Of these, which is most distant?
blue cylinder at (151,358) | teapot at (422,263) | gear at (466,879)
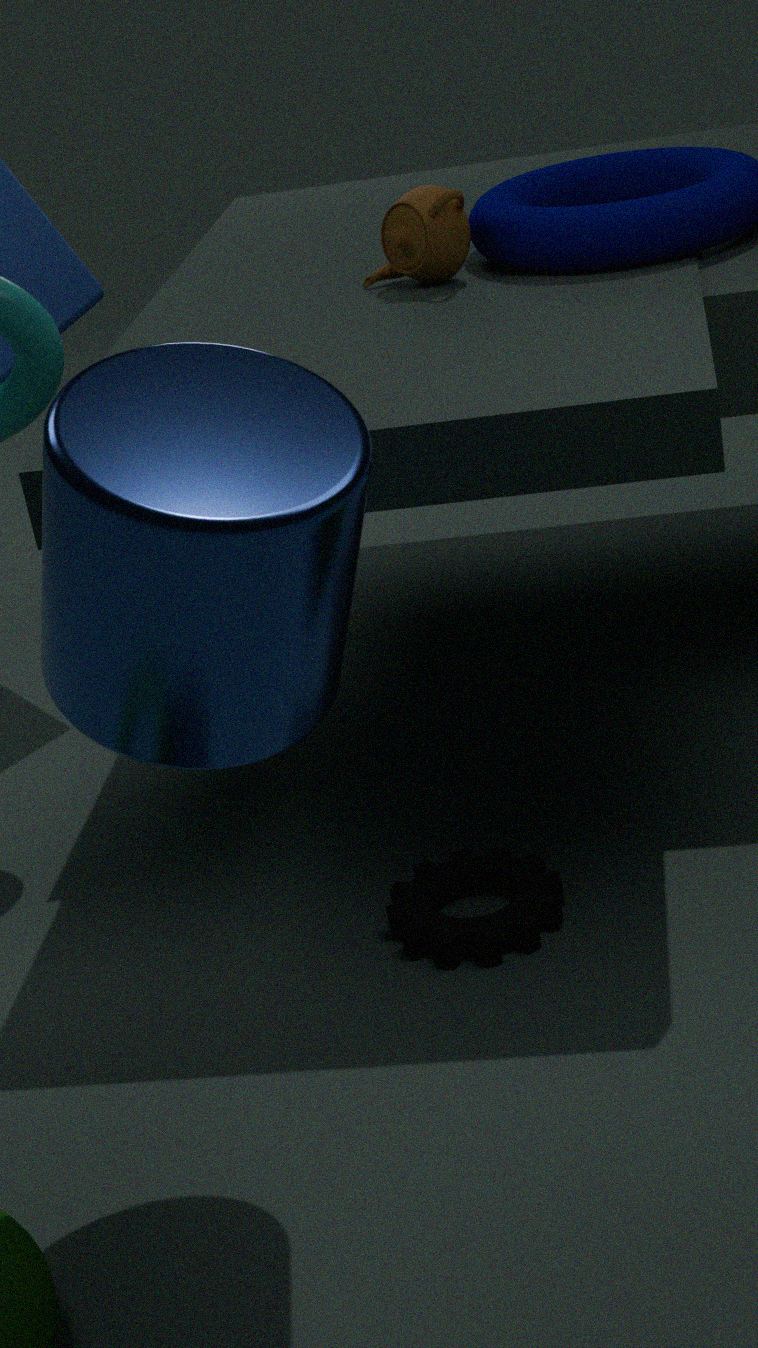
teapot at (422,263)
